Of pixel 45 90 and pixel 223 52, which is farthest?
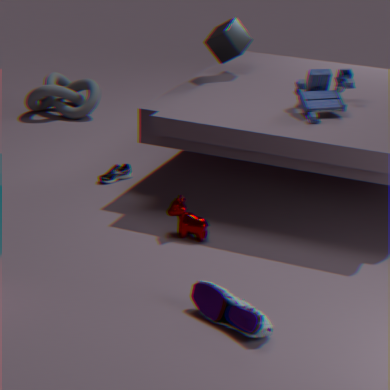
pixel 45 90
